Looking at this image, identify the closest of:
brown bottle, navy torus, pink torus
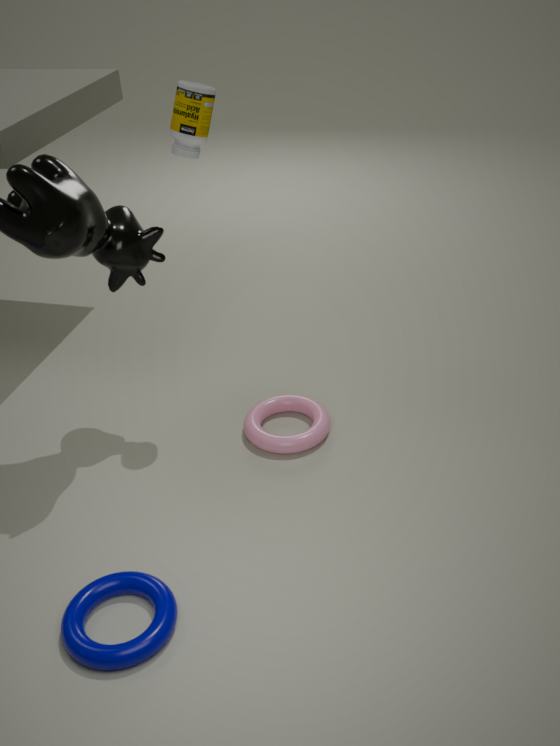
navy torus
